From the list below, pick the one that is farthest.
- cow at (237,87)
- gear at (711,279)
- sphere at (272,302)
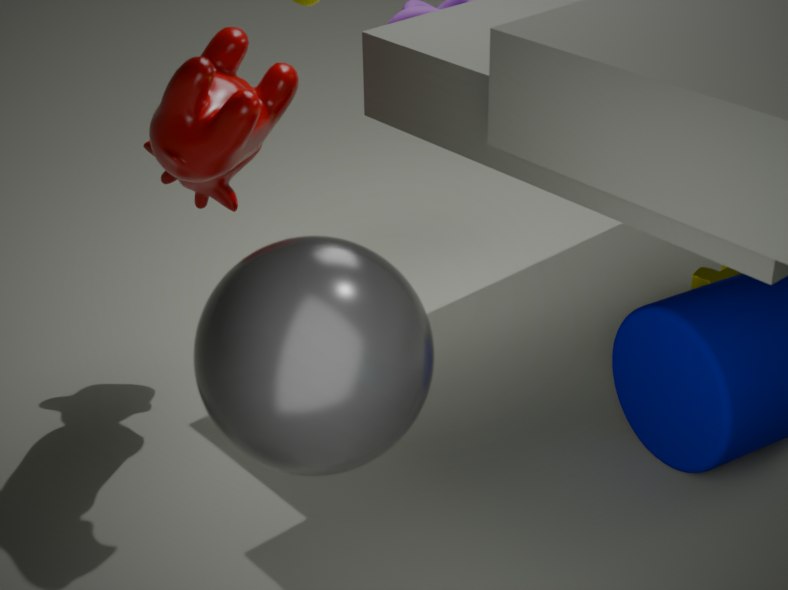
gear at (711,279)
